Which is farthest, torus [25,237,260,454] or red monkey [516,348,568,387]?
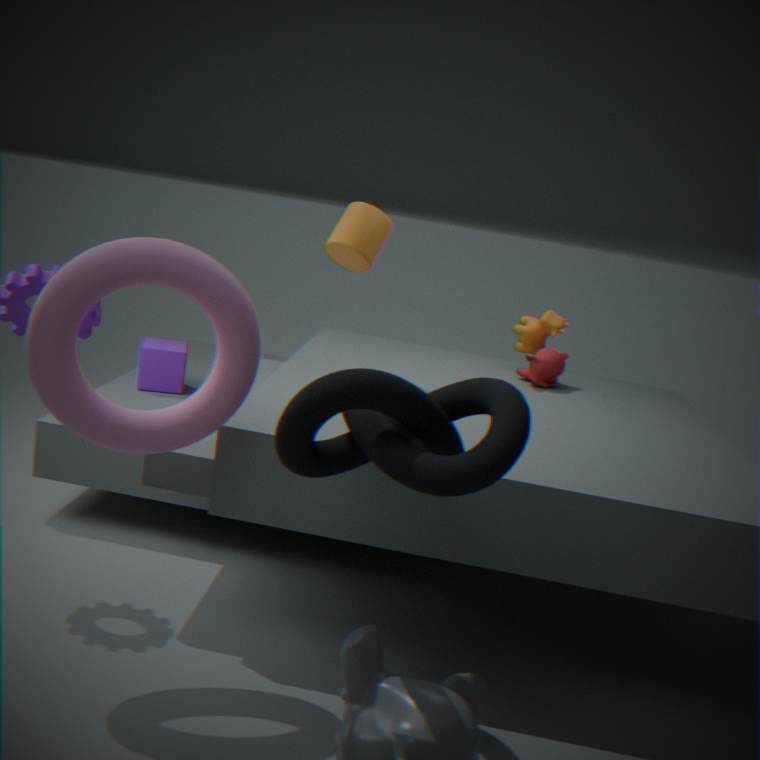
red monkey [516,348,568,387]
